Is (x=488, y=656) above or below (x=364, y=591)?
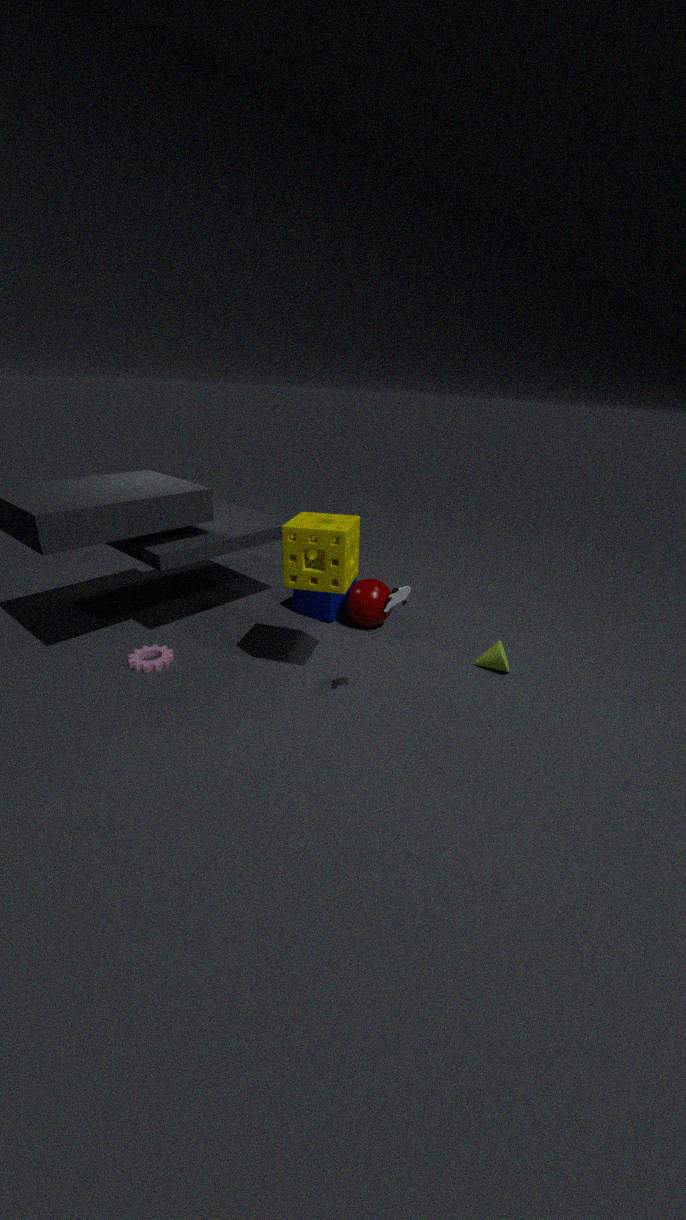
below
